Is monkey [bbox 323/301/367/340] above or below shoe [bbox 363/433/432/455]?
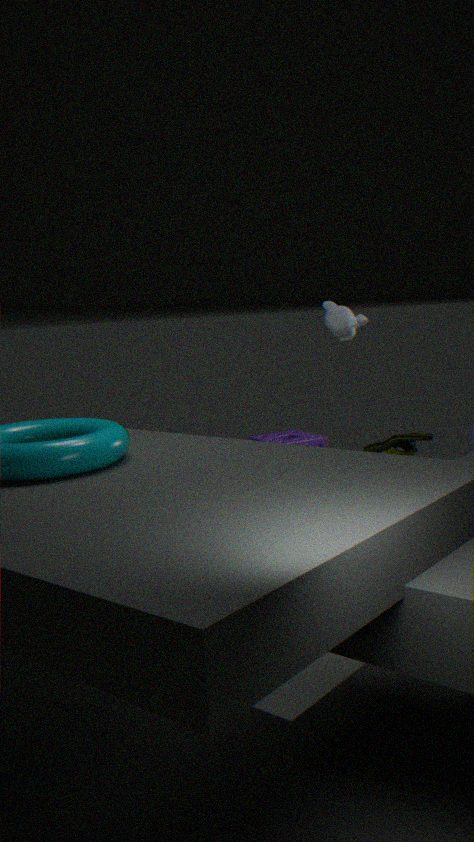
above
